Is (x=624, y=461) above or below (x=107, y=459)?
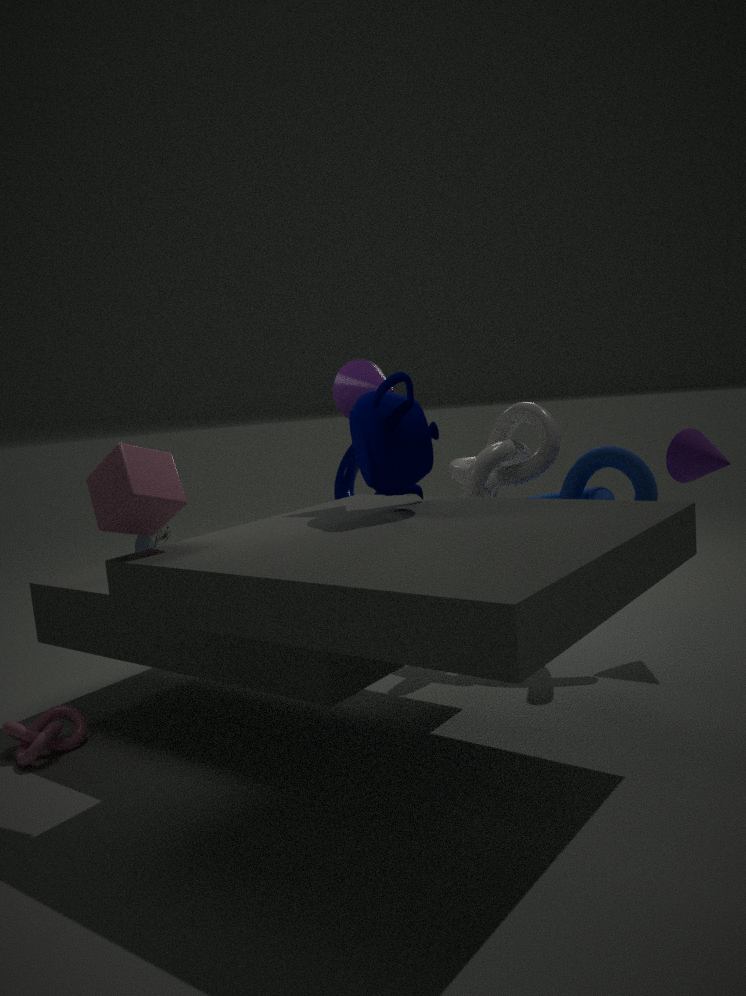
below
